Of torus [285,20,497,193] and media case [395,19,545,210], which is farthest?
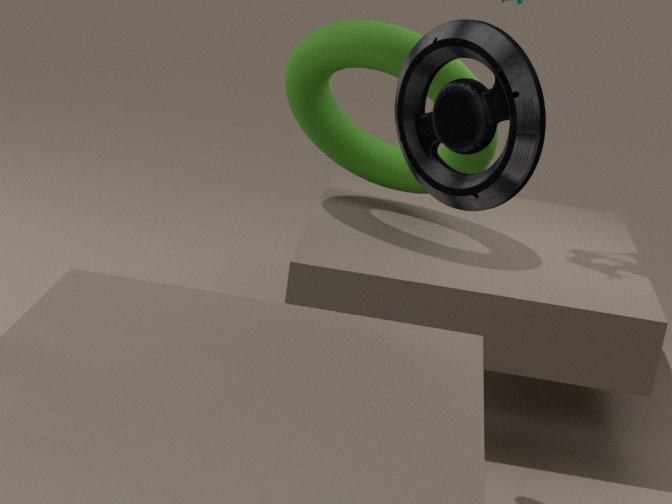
torus [285,20,497,193]
